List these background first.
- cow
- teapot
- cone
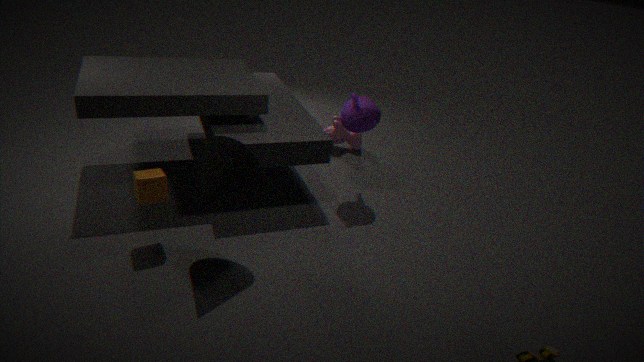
1. cow
2. teapot
3. cone
